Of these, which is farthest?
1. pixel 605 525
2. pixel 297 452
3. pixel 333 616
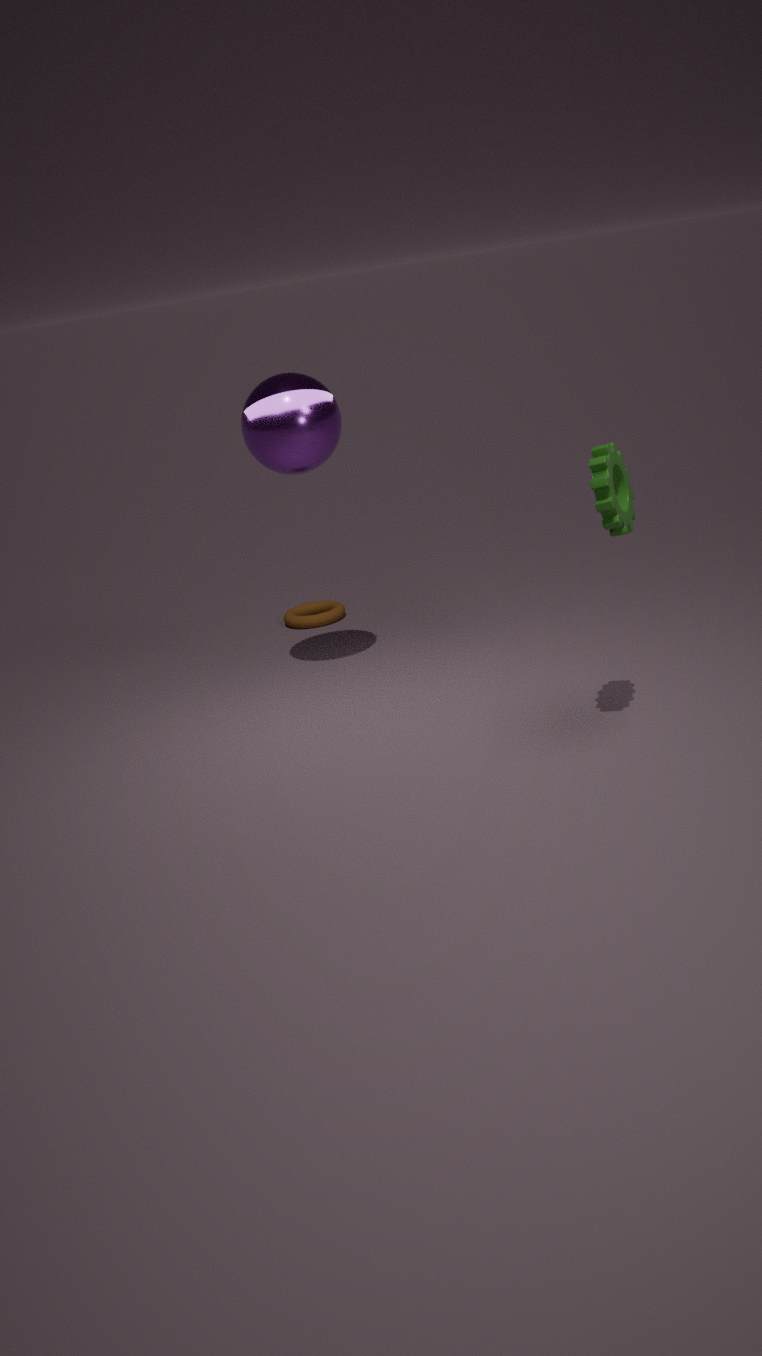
pixel 333 616
